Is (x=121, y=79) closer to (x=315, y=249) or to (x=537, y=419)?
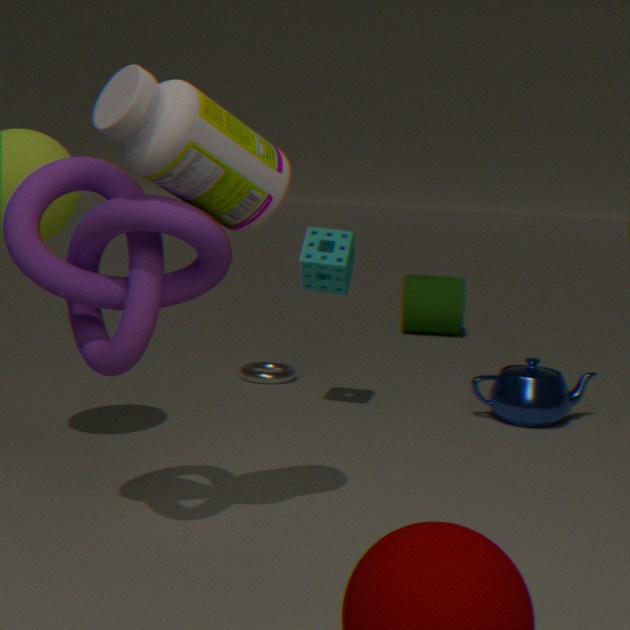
(x=315, y=249)
